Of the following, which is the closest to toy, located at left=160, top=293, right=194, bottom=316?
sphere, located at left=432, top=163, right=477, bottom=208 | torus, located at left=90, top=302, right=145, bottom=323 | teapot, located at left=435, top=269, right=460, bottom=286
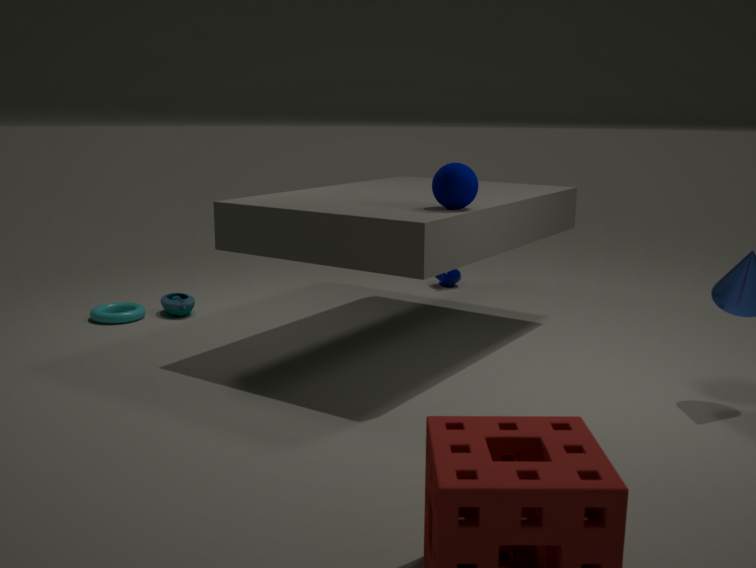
torus, located at left=90, top=302, right=145, bottom=323
